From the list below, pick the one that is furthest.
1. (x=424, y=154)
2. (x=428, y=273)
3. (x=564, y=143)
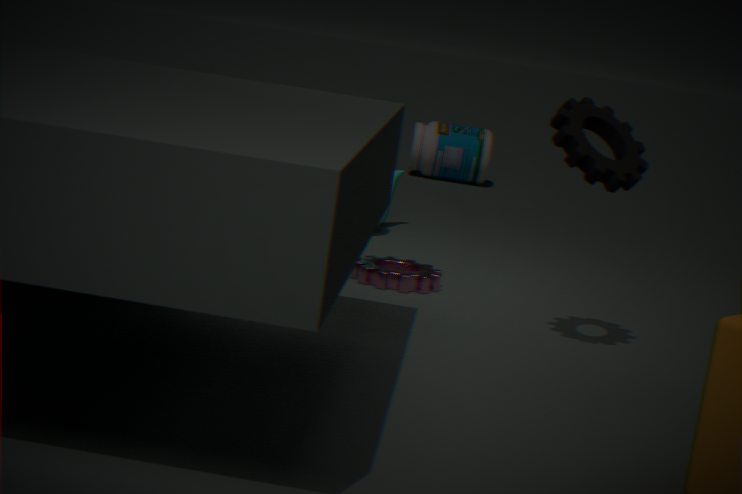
(x=424, y=154)
